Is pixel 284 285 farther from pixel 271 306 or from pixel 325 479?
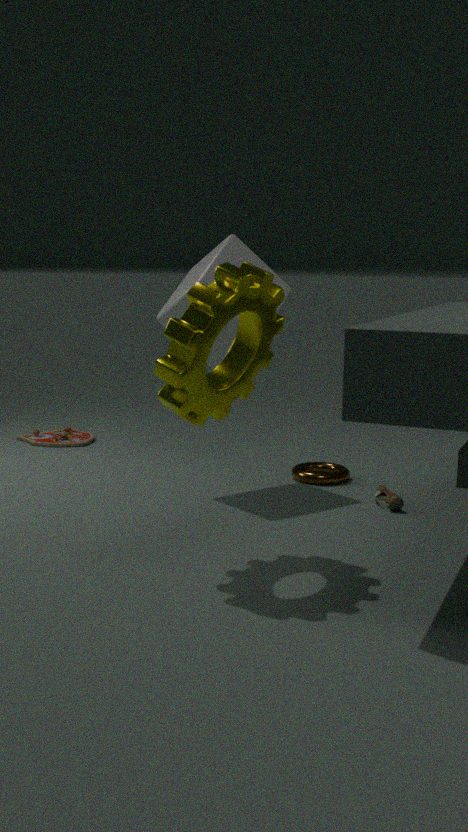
pixel 271 306
